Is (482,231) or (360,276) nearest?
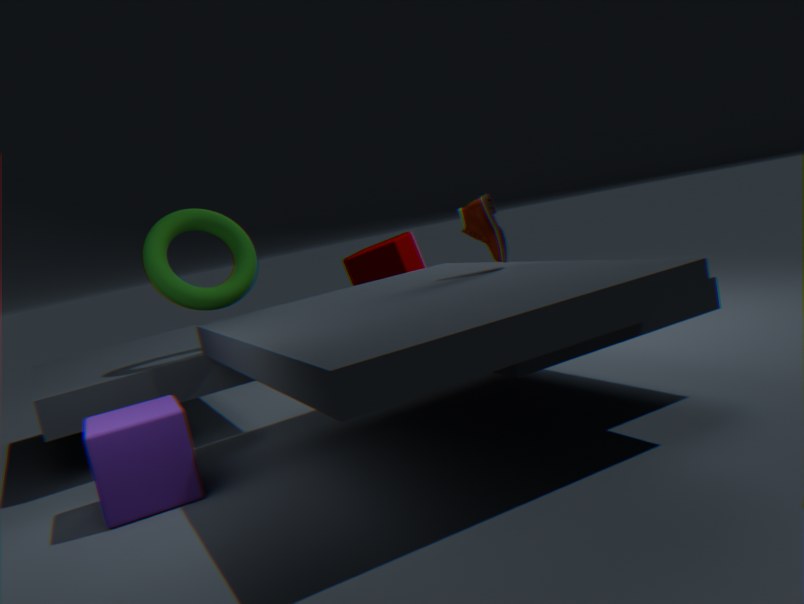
(482,231)
